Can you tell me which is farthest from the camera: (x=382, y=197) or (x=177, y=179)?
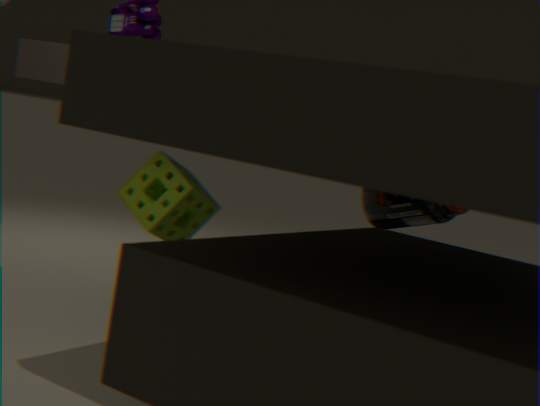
(x=382, y=197)
